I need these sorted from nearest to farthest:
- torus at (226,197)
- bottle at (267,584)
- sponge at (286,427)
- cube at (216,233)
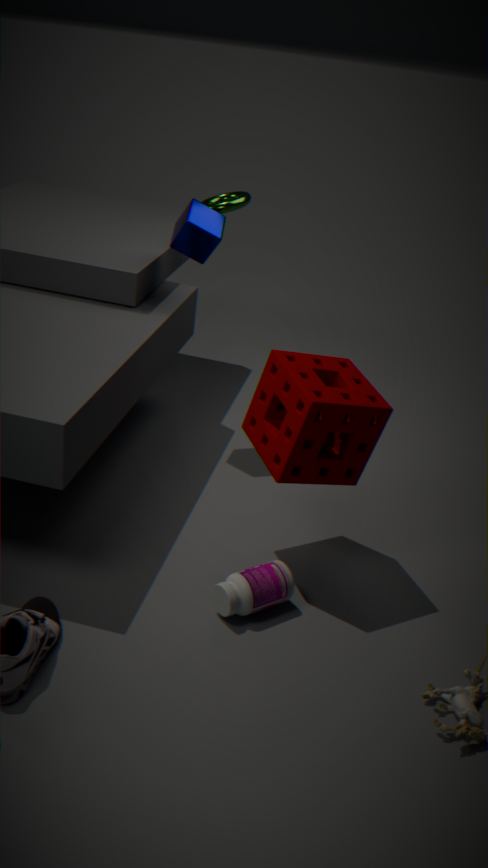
bottle at (267,584)
sponge at (286,427)
cube at (216,233)
torus at (226,197)
